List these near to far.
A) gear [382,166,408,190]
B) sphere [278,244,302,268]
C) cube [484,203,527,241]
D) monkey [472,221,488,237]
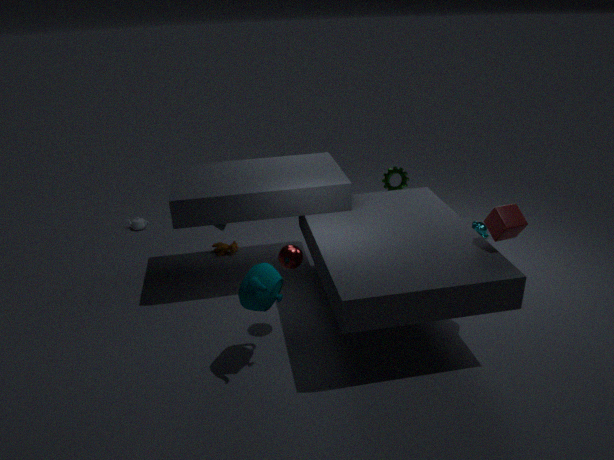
cube [484,203,527,241] → sphere [278,244,302,268] → gear [382,166,408,190] → monkey [472,221,488,237]
